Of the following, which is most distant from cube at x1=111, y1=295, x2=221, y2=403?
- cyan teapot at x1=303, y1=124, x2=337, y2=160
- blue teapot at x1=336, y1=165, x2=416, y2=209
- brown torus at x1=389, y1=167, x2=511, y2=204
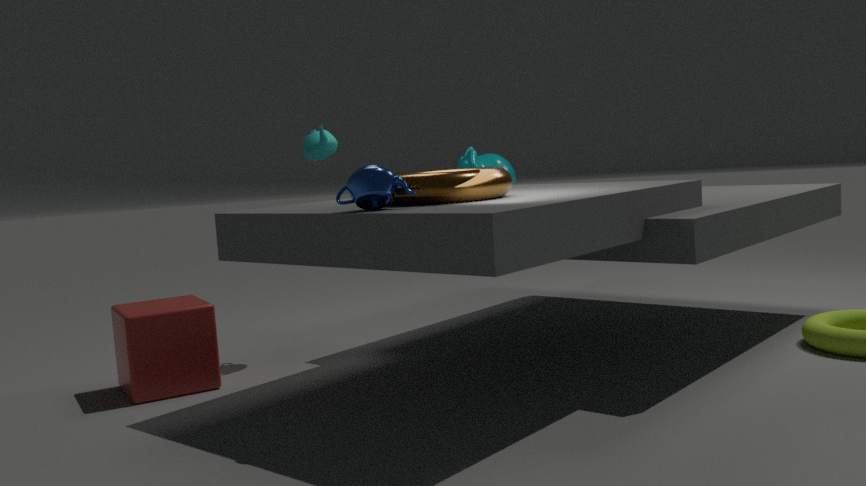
blue teapot at x1=336, y1=165, x2=416, y2=209
